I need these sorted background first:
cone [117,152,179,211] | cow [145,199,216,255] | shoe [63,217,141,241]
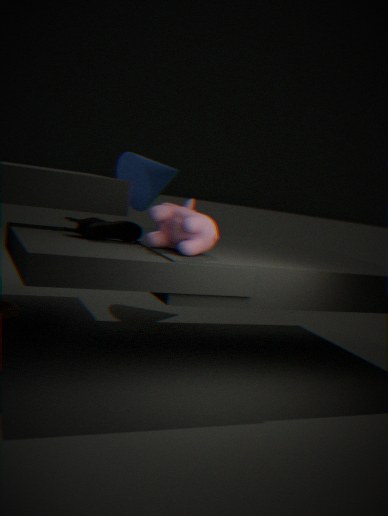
cone [117,152,179,211]
shoe [63,217,141,241]
cow [145,199,216,255]
